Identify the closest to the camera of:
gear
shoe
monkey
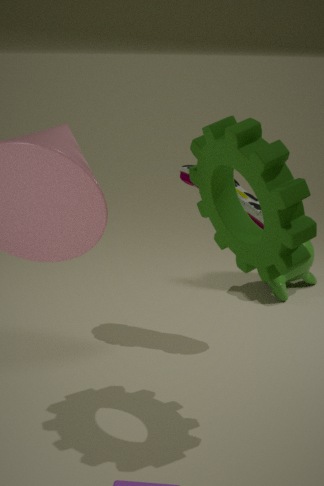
gear
